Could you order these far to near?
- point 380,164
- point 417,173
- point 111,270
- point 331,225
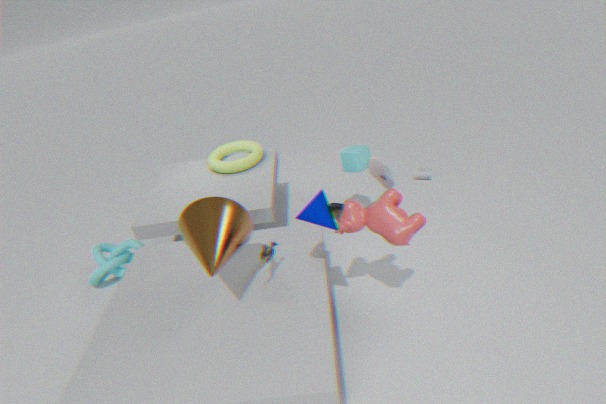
point 417,173 < point 111,270 < point 380,164 < point 331,225
